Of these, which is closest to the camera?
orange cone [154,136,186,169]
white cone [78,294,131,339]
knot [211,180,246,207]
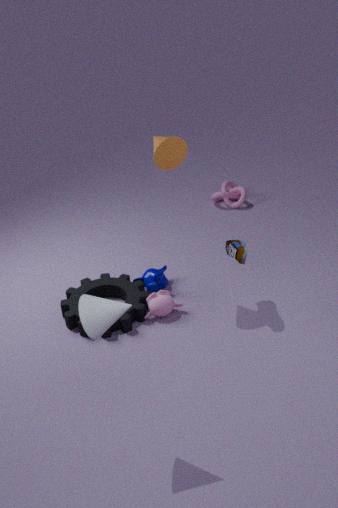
white cone [78,294,131,339]
